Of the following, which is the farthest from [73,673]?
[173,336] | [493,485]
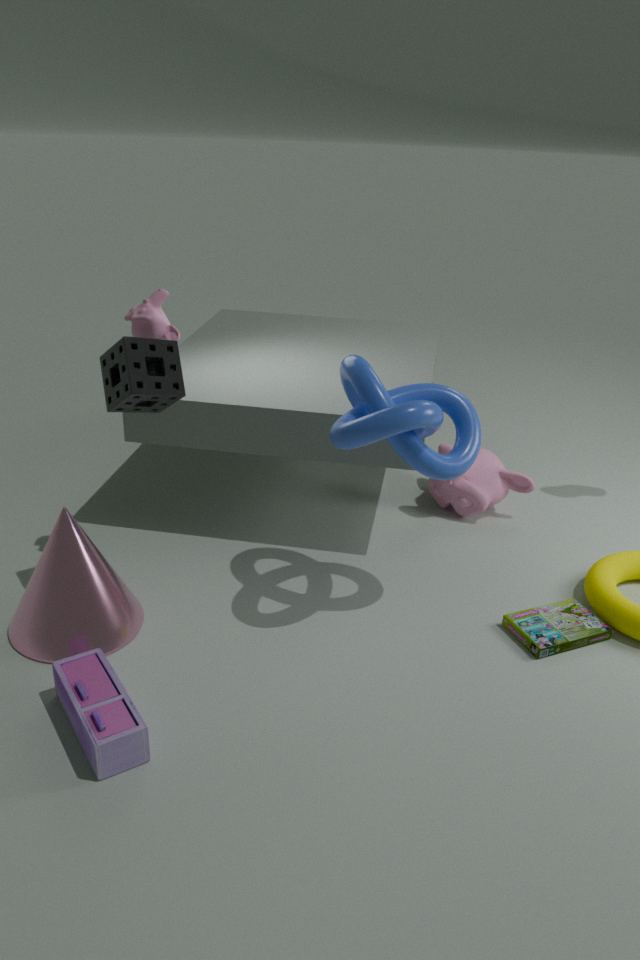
[493,485]
